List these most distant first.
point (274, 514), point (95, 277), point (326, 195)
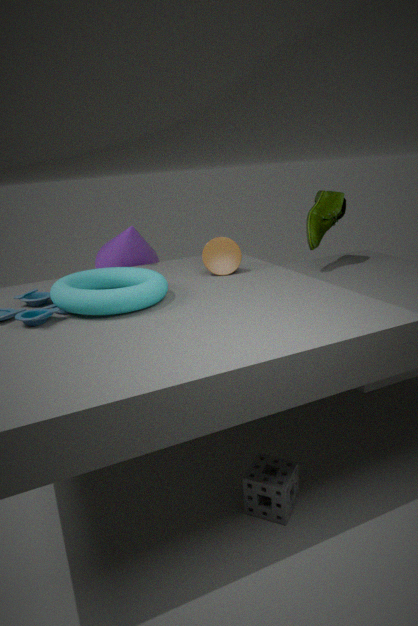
1. point (326, 195)
2. point (95, 277)
3. point (274, 514)
